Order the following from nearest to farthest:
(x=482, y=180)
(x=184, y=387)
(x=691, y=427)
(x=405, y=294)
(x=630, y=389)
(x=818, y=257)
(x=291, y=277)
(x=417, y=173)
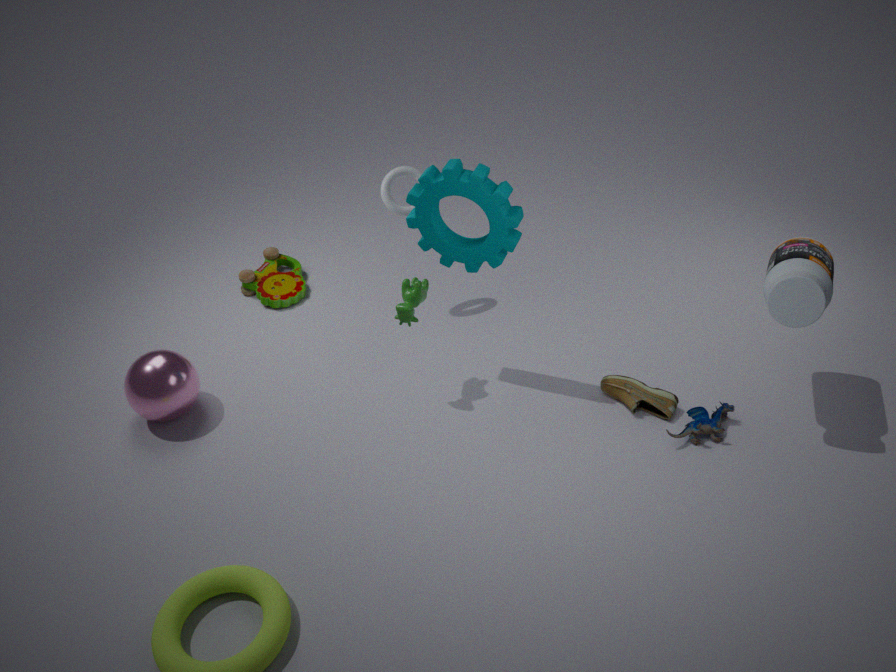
(x=818, y=257) < (x=482, y=180) < (x=691, y=427) < (x=405, y=294) < (x=630, y=389) < (x=184, y=387) < (x=417, y=173) < (x=291, y=277)
